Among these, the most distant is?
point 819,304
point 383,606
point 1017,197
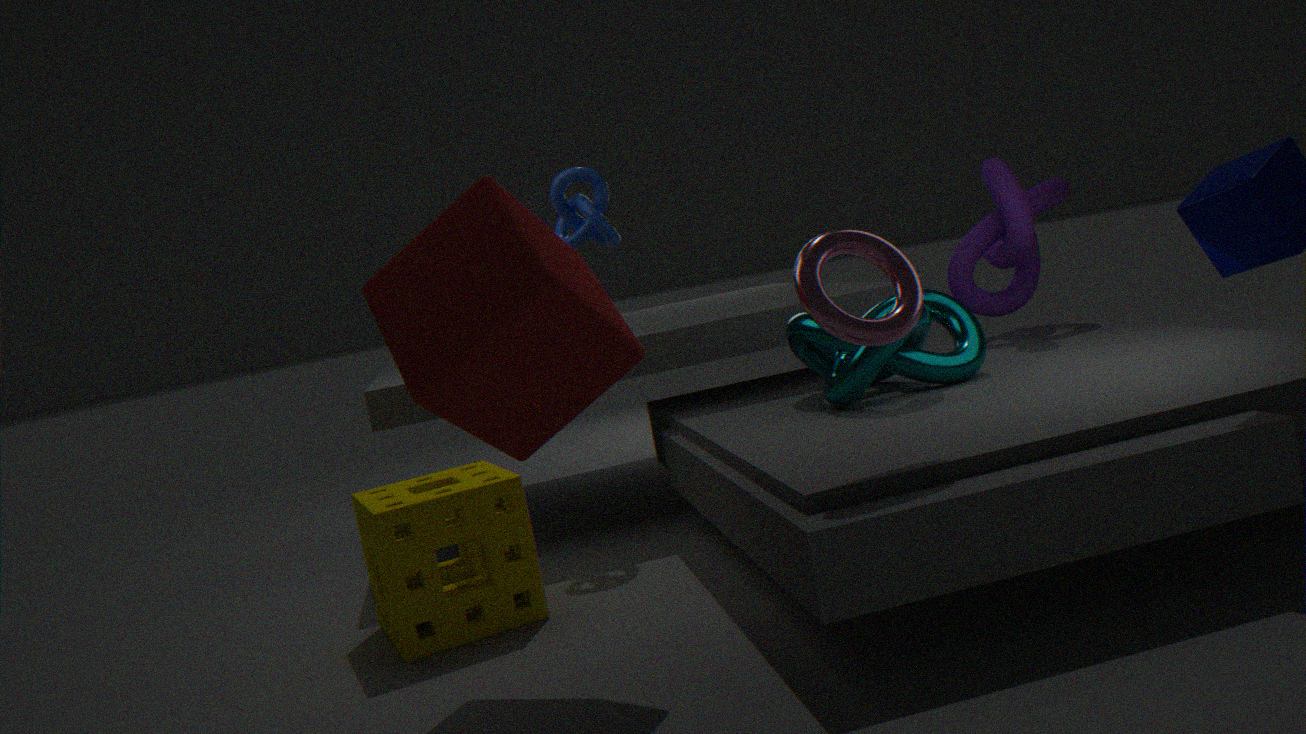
point 1017,197
